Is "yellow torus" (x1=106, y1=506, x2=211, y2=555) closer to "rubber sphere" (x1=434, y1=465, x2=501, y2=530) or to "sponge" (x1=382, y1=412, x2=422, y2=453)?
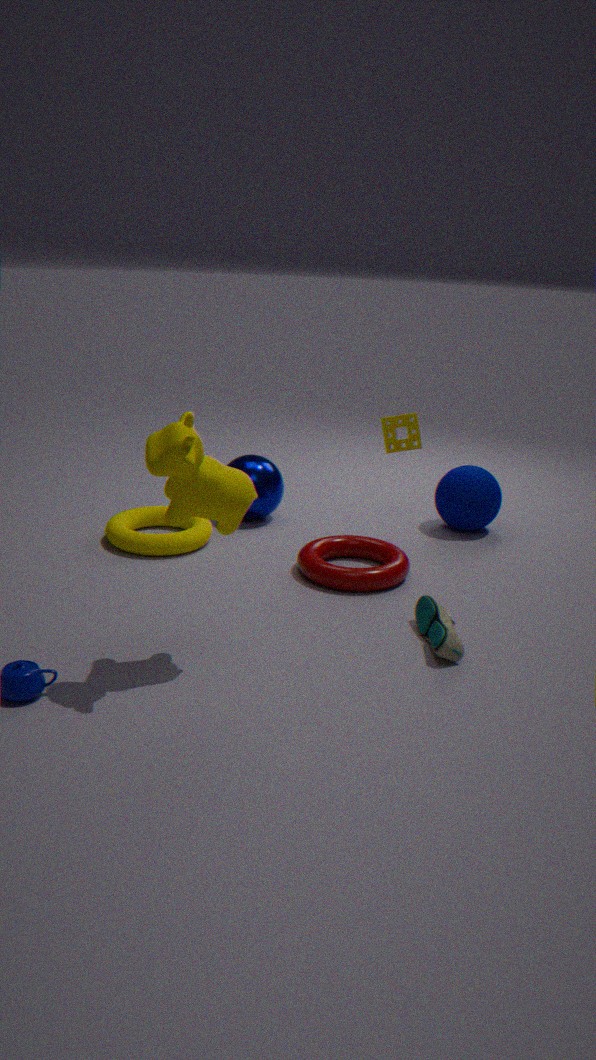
"sponge" (x1=382, y1=412, x2=422, y2=453)
